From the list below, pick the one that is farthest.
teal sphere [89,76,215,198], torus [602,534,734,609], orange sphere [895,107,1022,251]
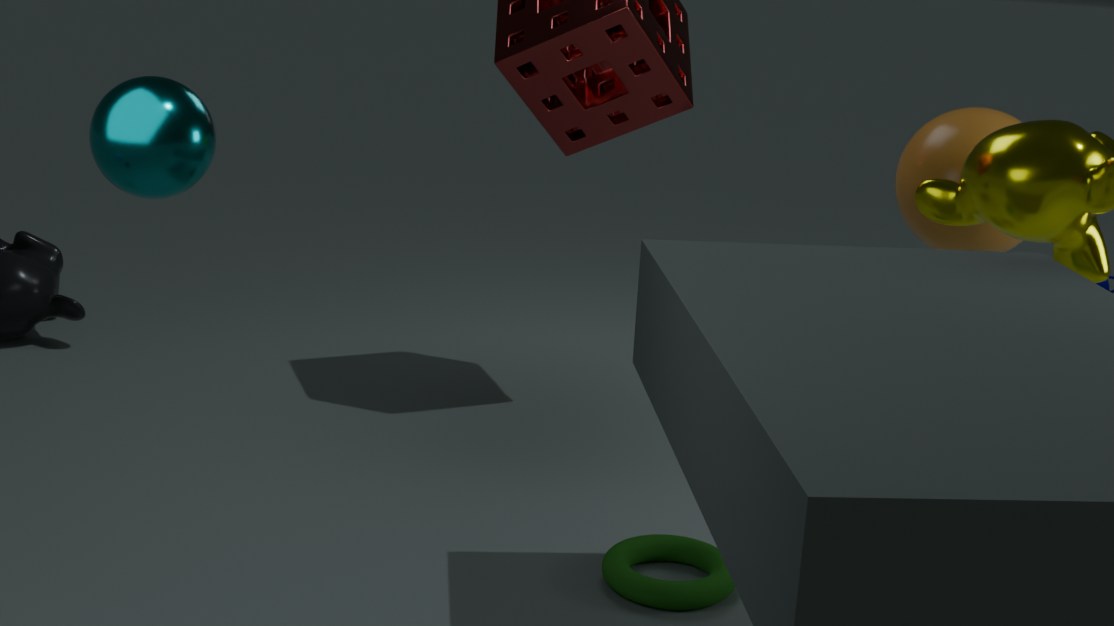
orange sphere [895,107,1022,251]
